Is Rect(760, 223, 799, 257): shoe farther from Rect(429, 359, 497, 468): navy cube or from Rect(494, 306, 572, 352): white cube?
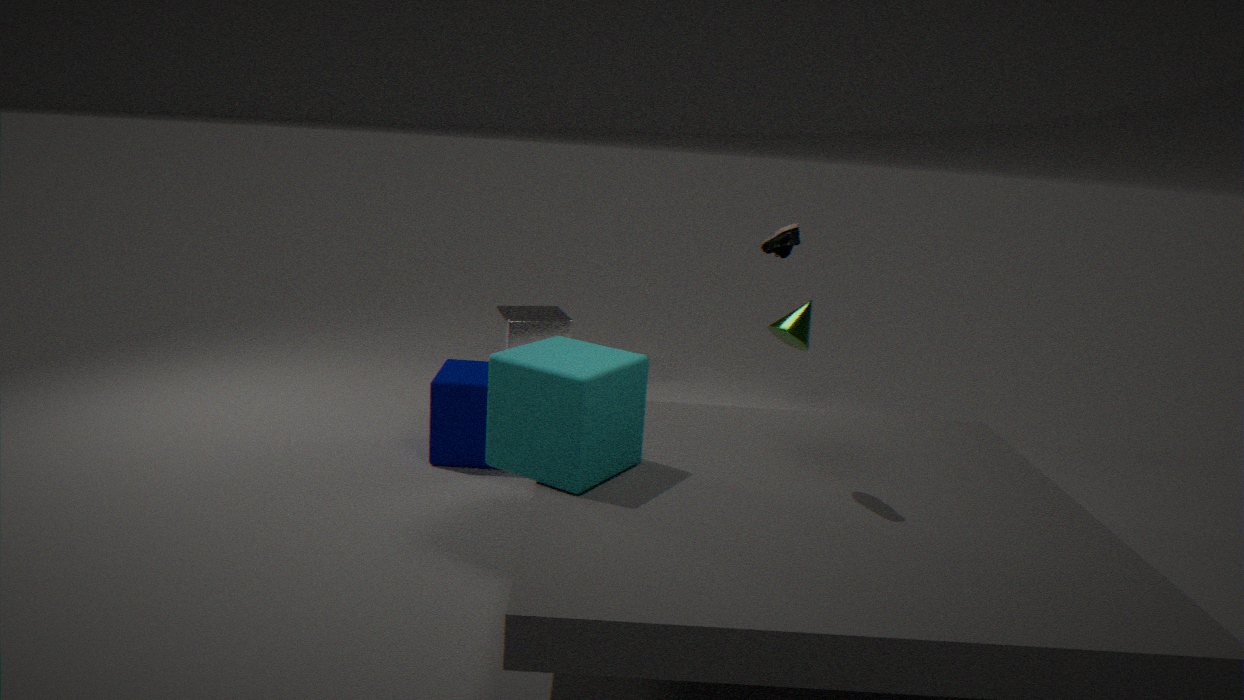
Rect(494, 306, 572, 352): white cube
